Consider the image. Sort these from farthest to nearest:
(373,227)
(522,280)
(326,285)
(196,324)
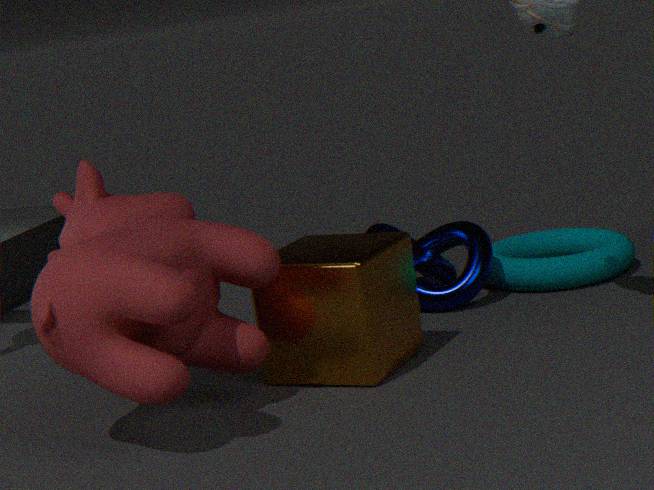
(373,227) < (522,280) < (326,285) < (196,324)
